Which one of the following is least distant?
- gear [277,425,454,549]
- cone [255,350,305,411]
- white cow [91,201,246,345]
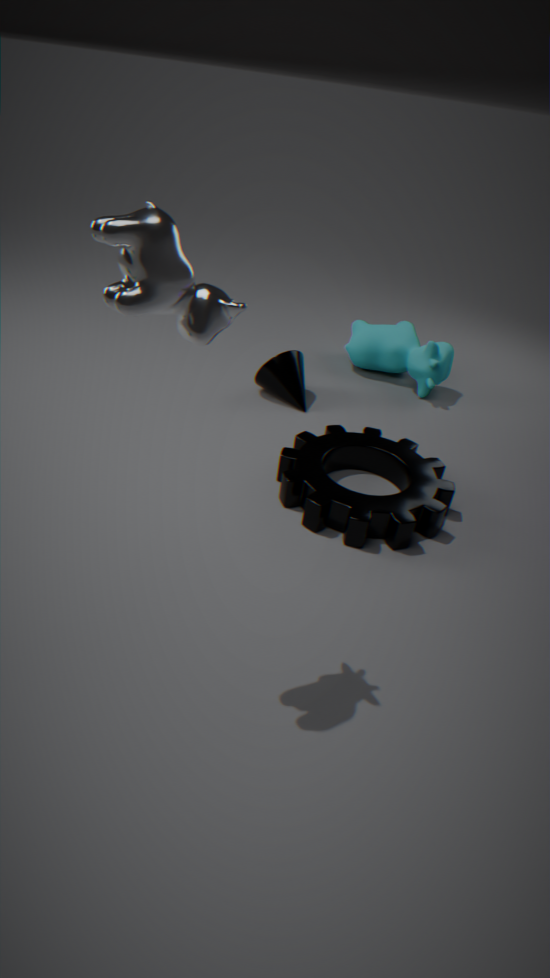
white cow [91,201,246,345]
